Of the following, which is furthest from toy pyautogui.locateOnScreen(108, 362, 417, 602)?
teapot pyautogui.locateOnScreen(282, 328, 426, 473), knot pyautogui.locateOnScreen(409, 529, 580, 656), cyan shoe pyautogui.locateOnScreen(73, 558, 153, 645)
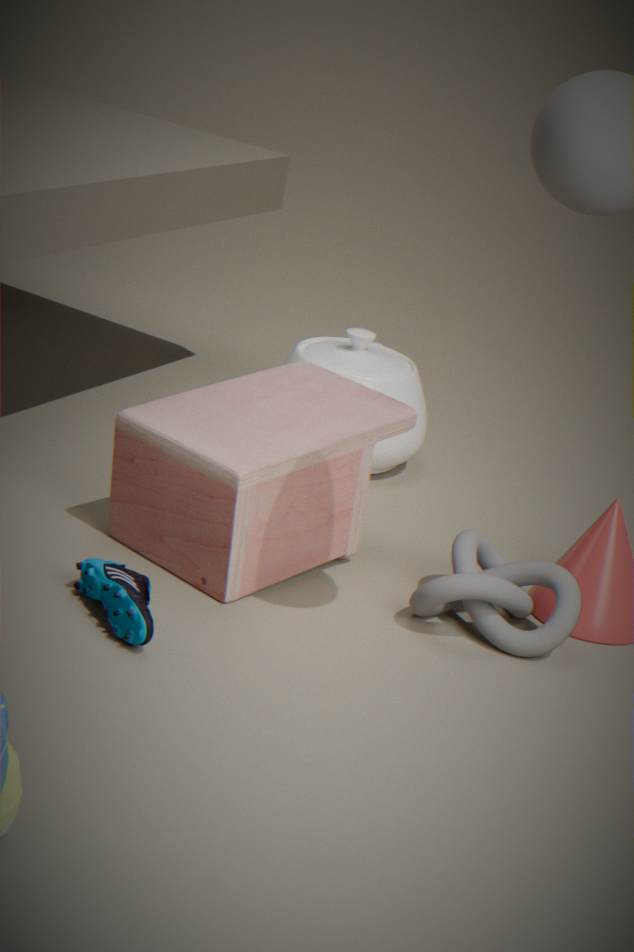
knot pyautogui.locateOnScreen(409, 529, 580, 656)
